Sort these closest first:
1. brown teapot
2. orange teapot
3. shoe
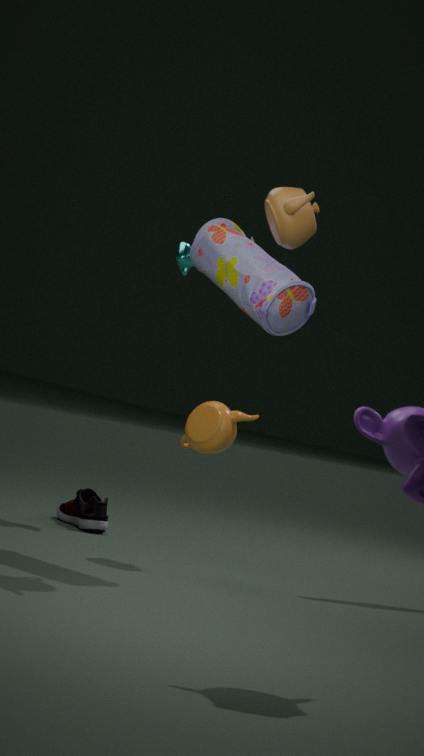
brown teapot → orange teapot → shoe
